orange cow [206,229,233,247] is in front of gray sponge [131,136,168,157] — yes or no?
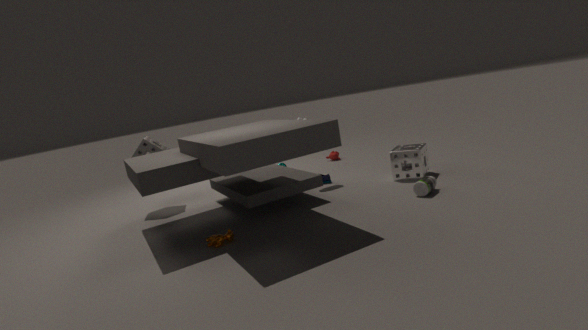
Yes
